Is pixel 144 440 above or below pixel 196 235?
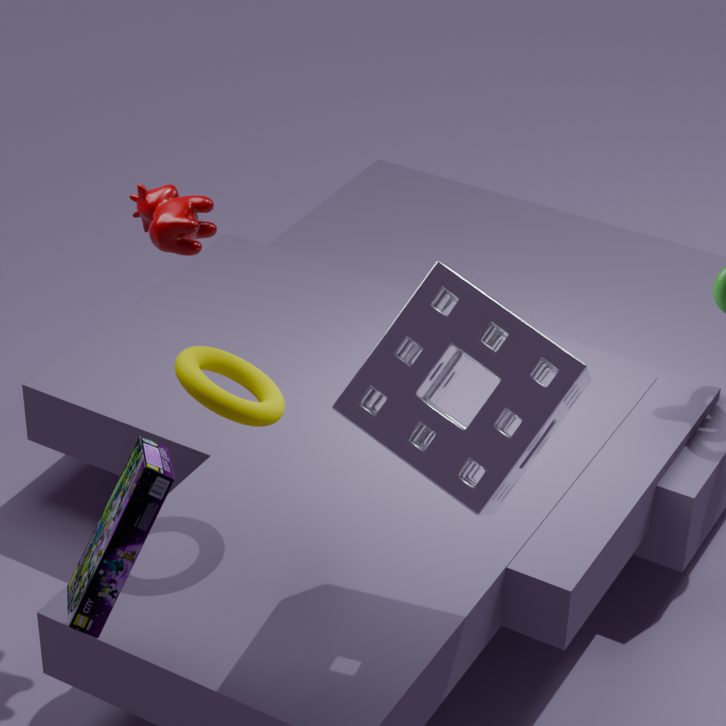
below
